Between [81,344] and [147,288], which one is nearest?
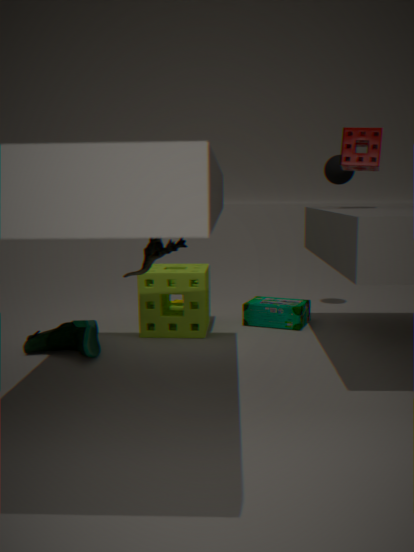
[81,344]
